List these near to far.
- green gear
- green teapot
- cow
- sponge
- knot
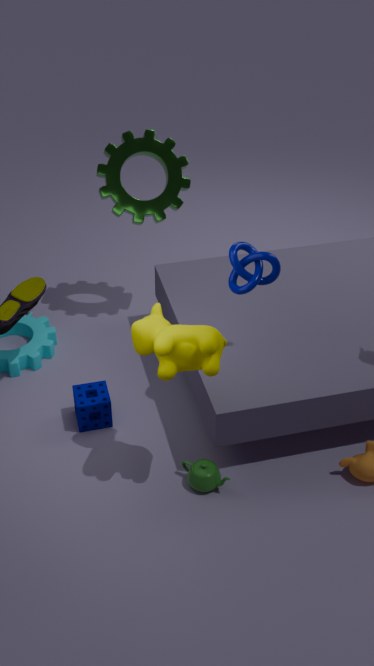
cow
knot
green teapot
sponge
green gear
